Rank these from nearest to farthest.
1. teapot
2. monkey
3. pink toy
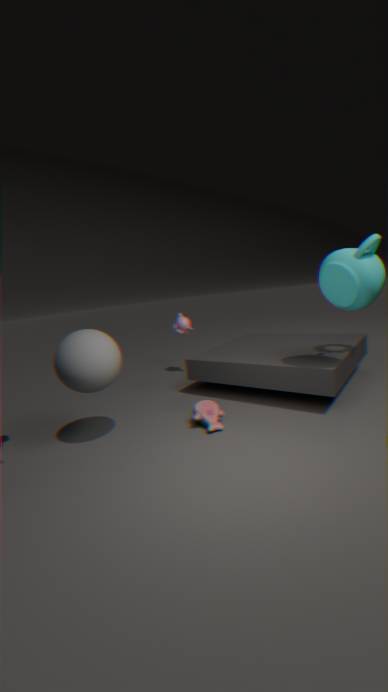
teapot → pink toy → monkey
